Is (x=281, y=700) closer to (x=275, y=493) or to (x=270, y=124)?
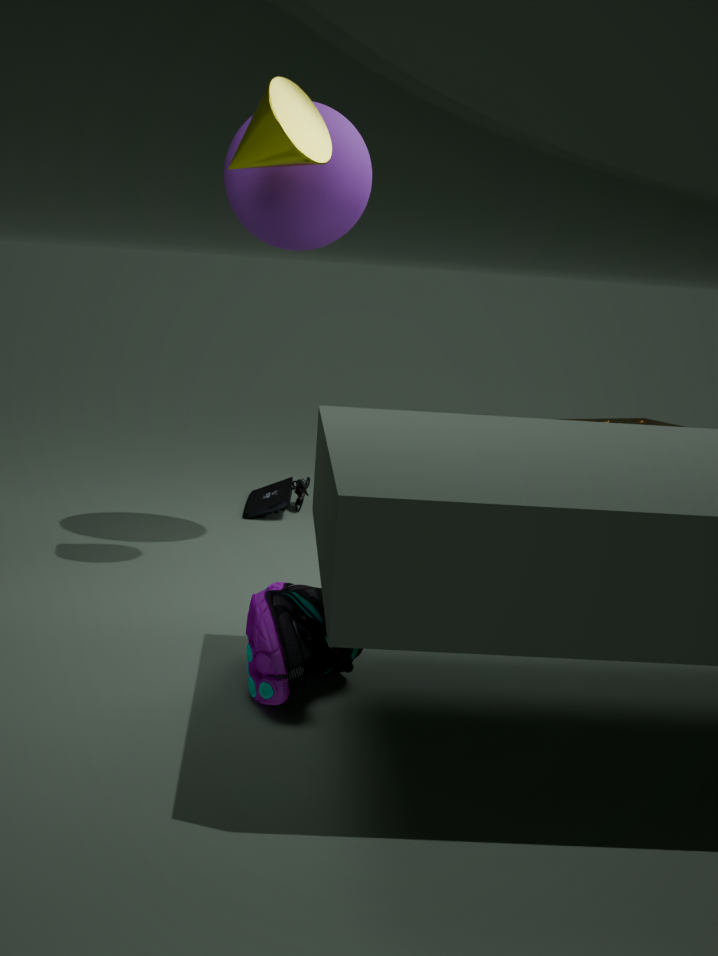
(x=270, y=124)
